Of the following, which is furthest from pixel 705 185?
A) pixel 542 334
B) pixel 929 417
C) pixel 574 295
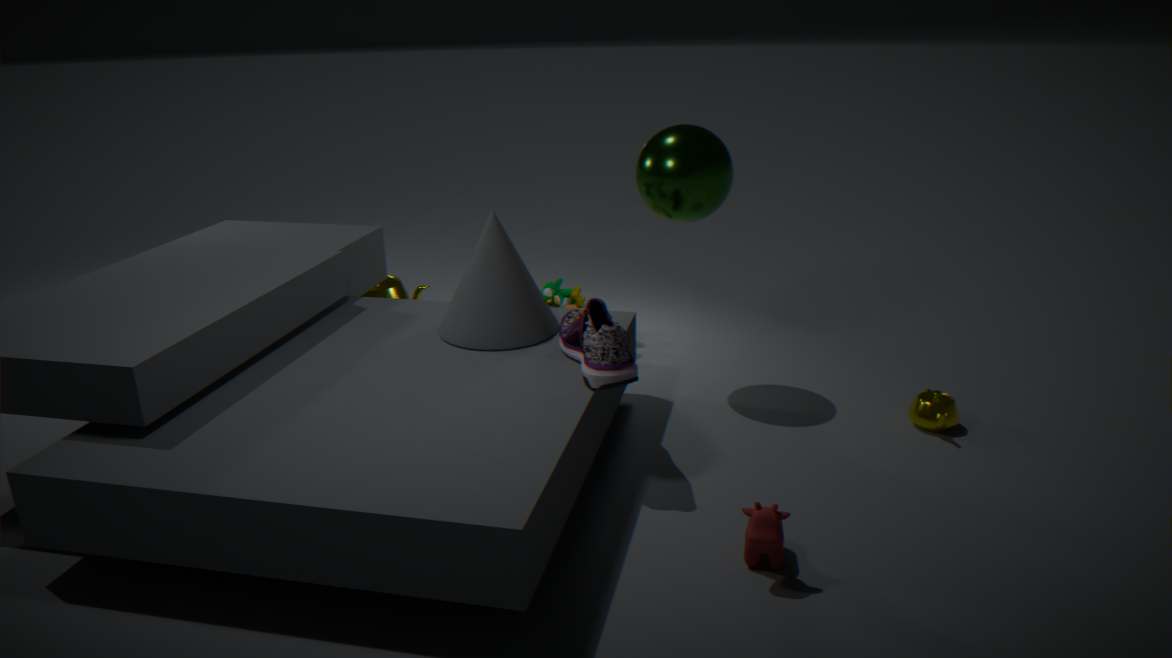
pixel 574 295
